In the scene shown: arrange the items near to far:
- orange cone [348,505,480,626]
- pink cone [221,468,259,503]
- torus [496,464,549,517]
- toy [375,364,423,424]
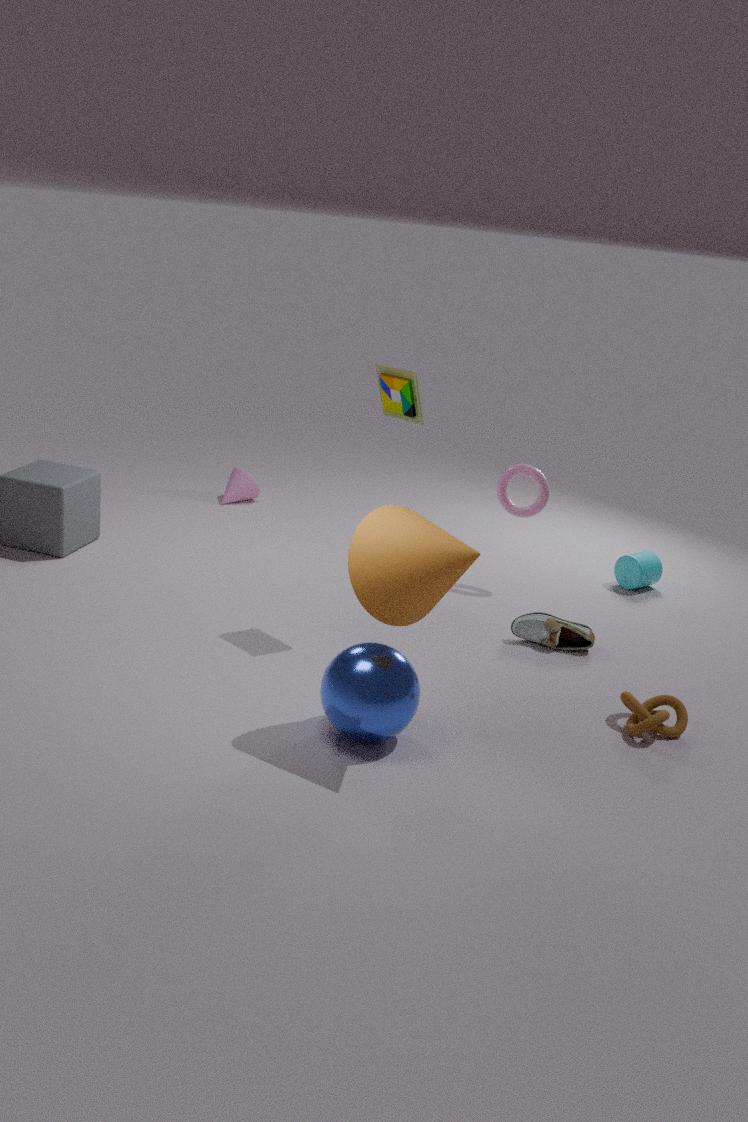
orange cone [348,505,480,626]
toy [375,364,423,424]
torus [496,464,549,517]
pink cone [221,468,259,503]
